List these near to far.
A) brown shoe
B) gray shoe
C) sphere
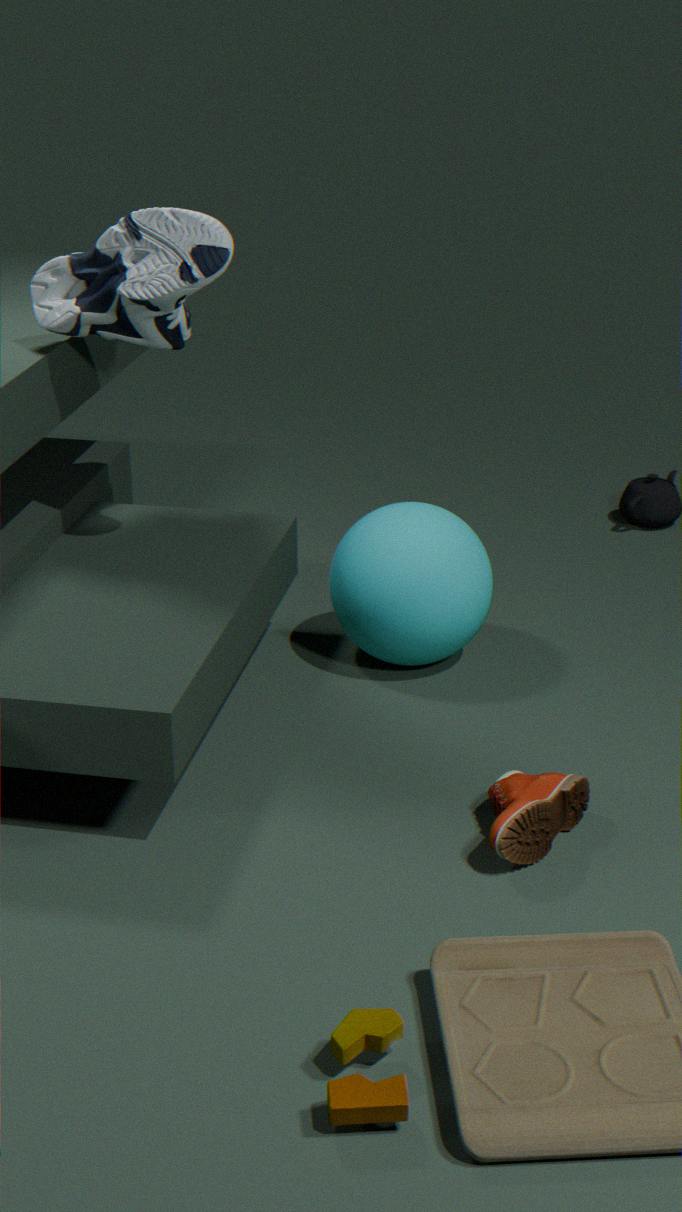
brown shoe < gray shoe < sphere
